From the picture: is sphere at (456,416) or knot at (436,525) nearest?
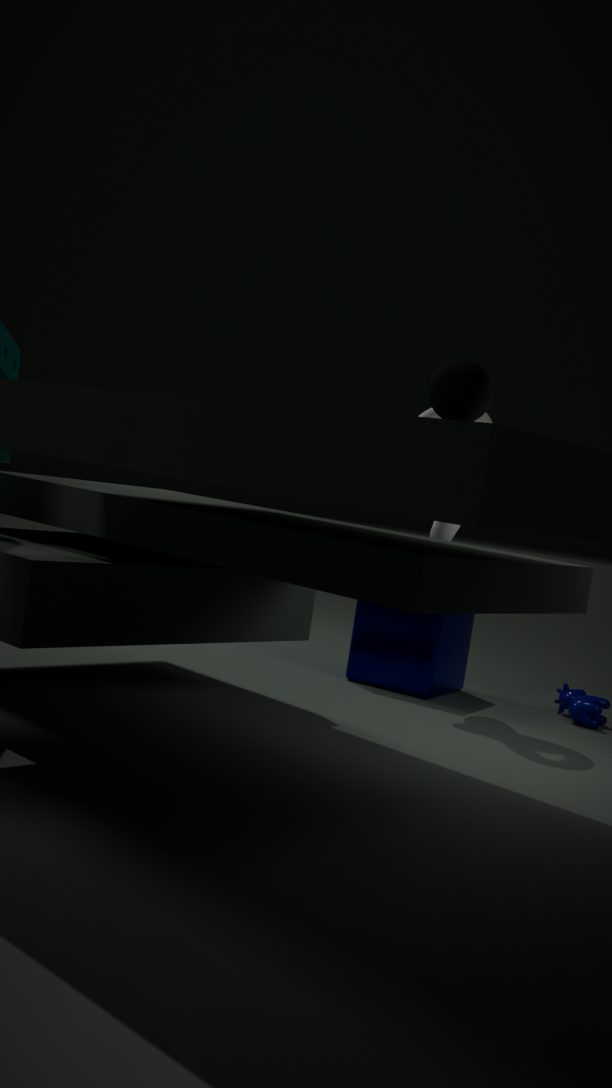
sphere at (456,416)
